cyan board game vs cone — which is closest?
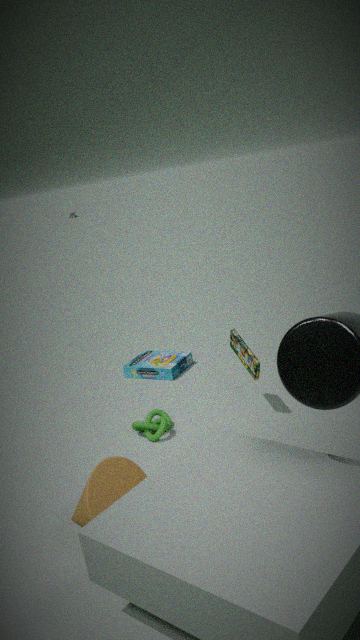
cone
